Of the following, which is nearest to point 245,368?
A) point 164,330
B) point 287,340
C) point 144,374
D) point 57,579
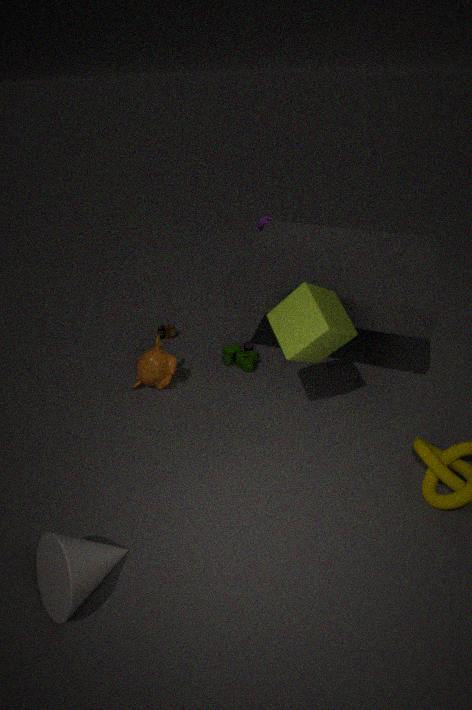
point 144,374
